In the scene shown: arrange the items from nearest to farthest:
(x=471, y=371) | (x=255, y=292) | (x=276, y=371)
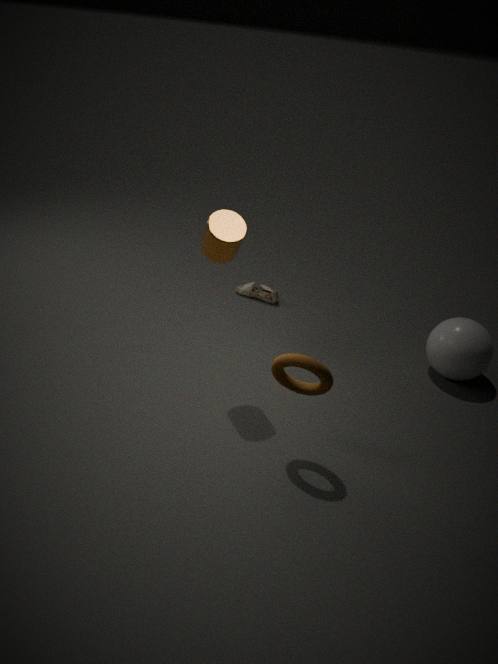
(x=276, y=371)
(x=471, y=371)
(x=255, y=292)
